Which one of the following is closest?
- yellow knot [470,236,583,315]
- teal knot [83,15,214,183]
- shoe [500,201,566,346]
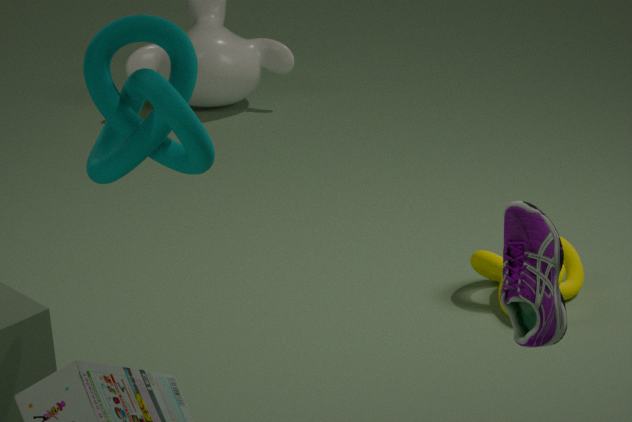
teal knot [83,15,214,183]
